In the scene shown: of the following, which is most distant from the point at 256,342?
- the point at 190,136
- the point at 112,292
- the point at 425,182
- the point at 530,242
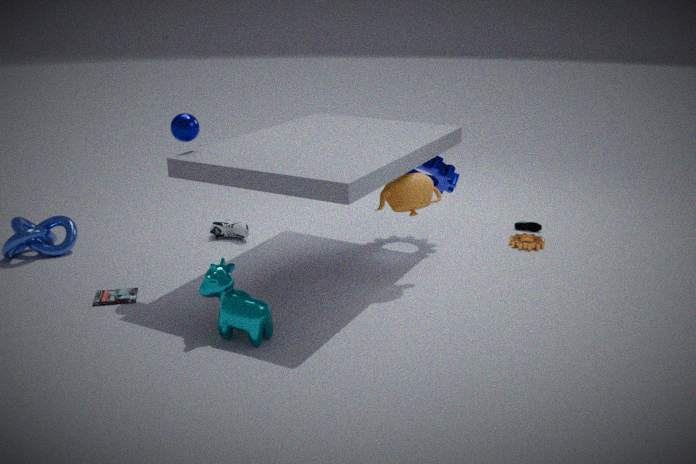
the point at 530,242
